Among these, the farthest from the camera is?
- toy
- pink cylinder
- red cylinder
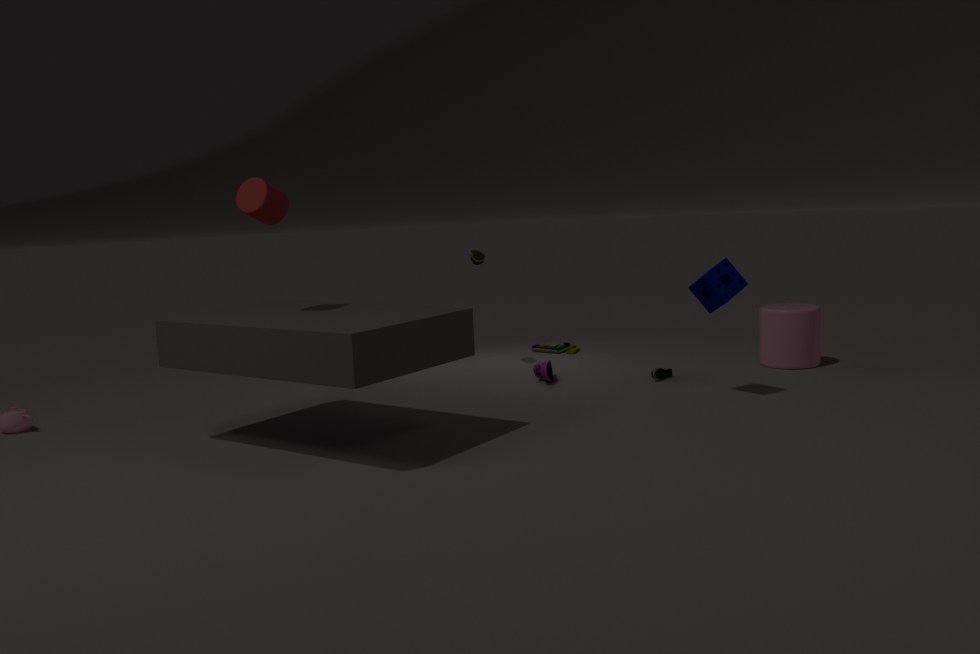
toy
